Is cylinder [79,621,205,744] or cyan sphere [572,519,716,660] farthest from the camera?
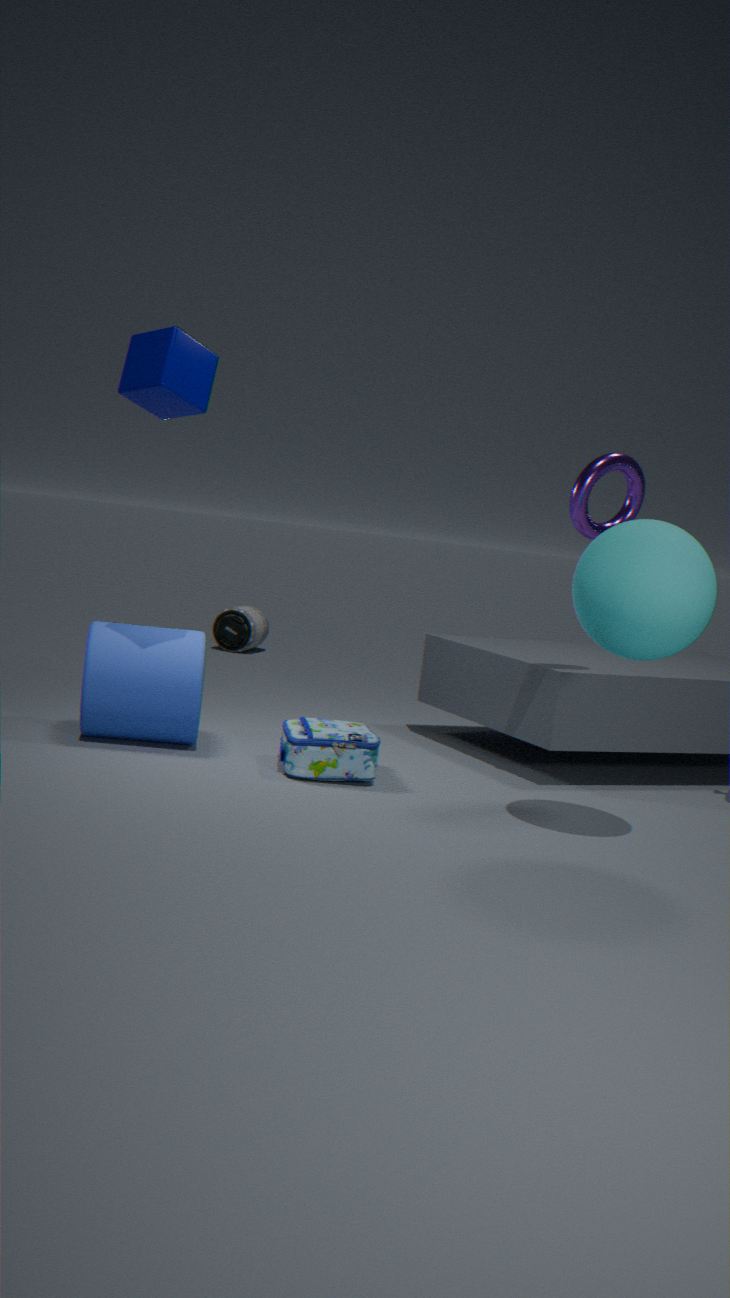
cylinder [79,621,205,744]
